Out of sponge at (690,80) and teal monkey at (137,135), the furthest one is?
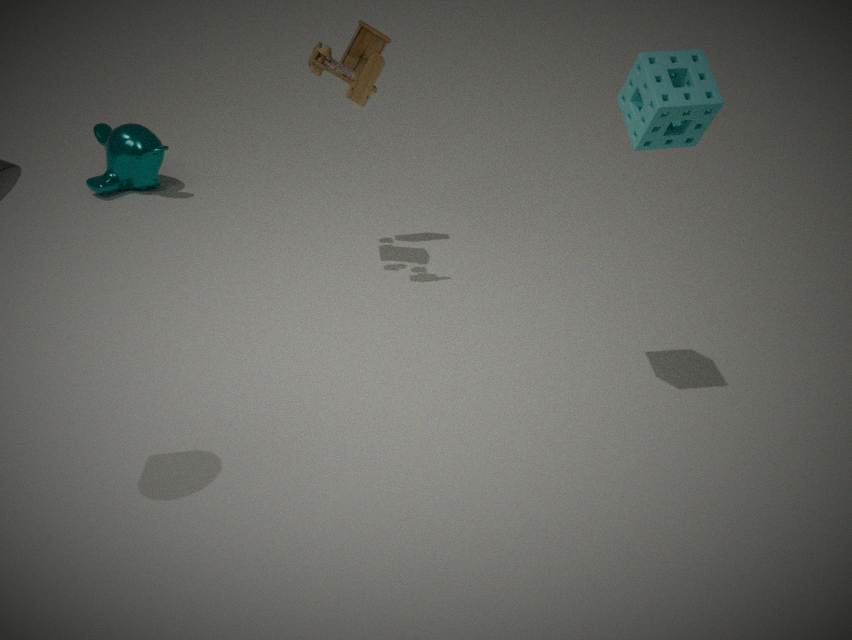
teal monkey at (137,135)
